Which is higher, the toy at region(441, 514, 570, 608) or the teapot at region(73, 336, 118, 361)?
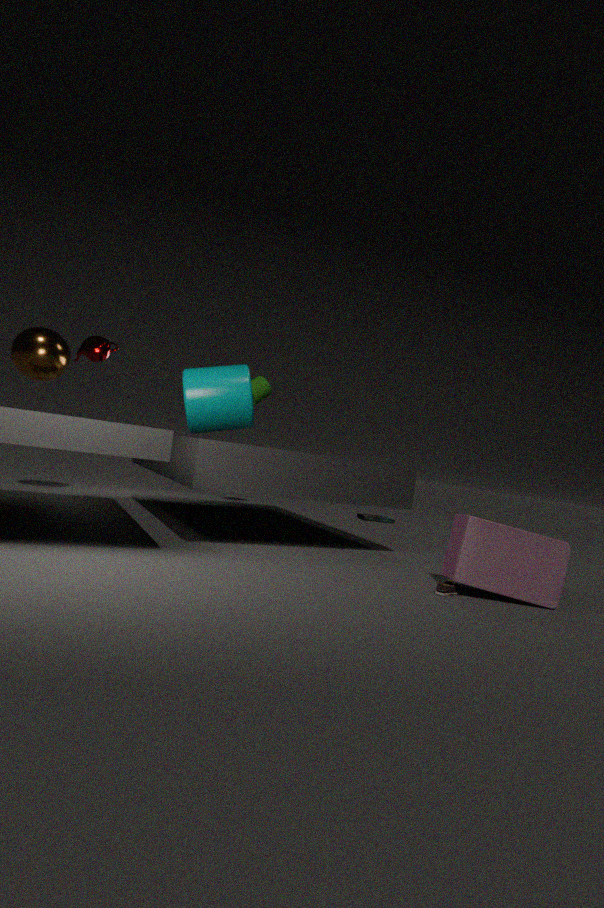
the teapot at region(73, 336, 118, 361)
